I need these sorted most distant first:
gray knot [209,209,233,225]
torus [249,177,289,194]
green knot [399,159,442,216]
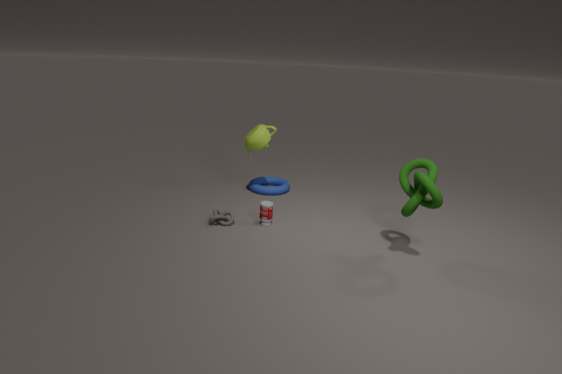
torus [249,177,289,194], gray knot [209,209,233,225], green knot [399,159,442,216]
